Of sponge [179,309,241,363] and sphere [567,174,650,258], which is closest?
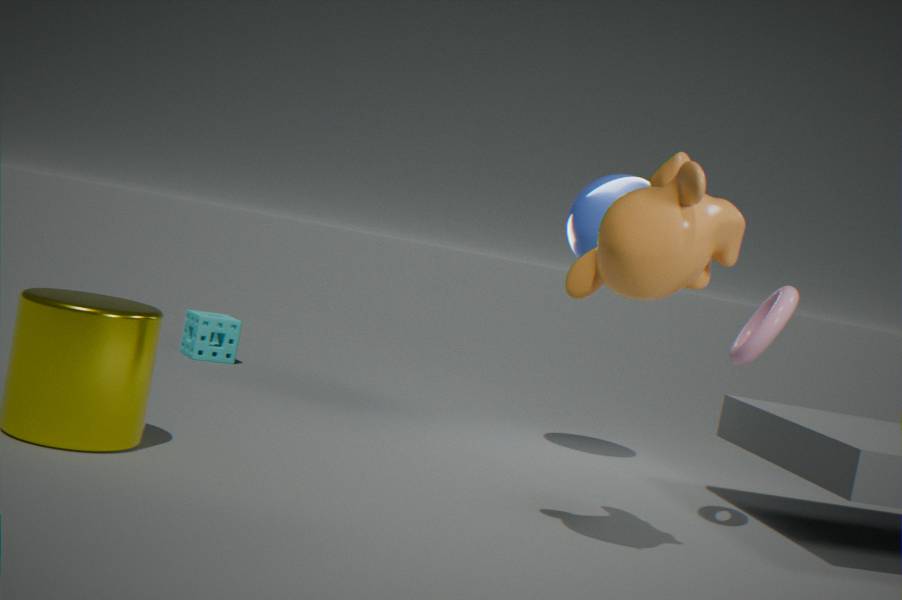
sphere [567,174,650,258]
